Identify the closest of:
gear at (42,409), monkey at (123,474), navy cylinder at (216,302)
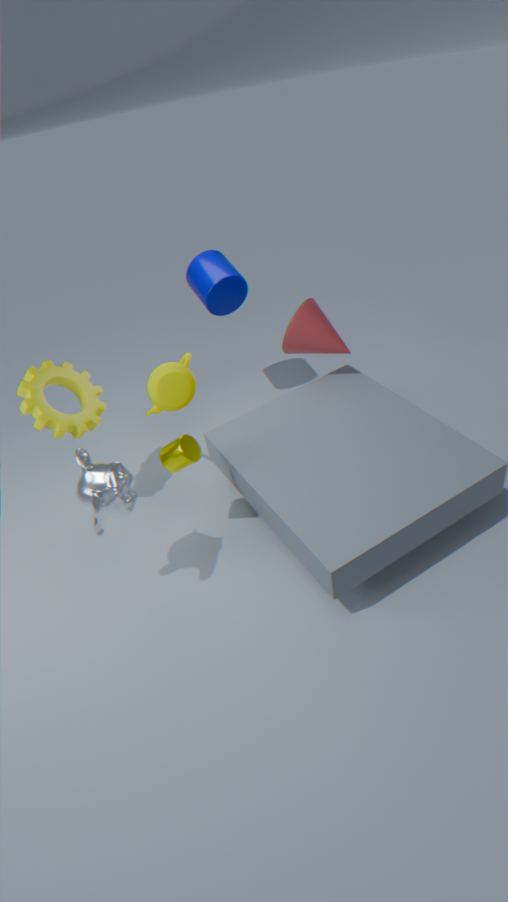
monkey at (123,474)
